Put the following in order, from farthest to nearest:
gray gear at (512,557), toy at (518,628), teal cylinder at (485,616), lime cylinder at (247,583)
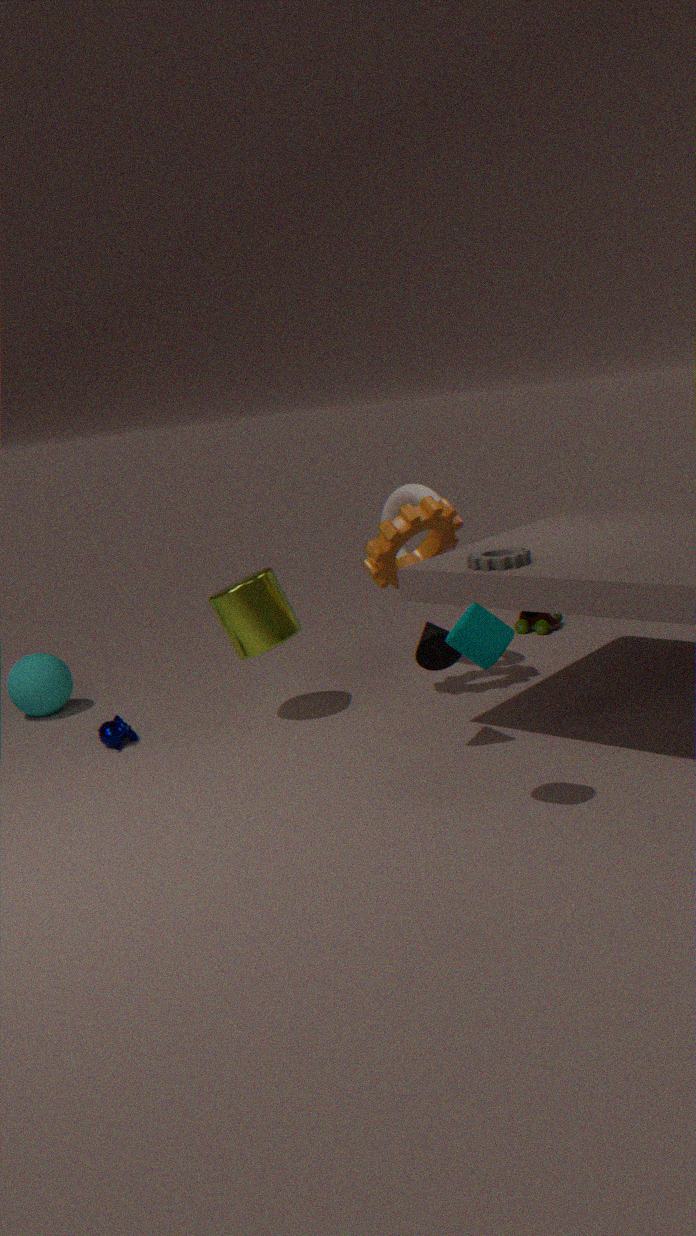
toy at (518,628), lime cylinder at (247,583), gray gear at (512,557), teal cylinder at (485,616)
